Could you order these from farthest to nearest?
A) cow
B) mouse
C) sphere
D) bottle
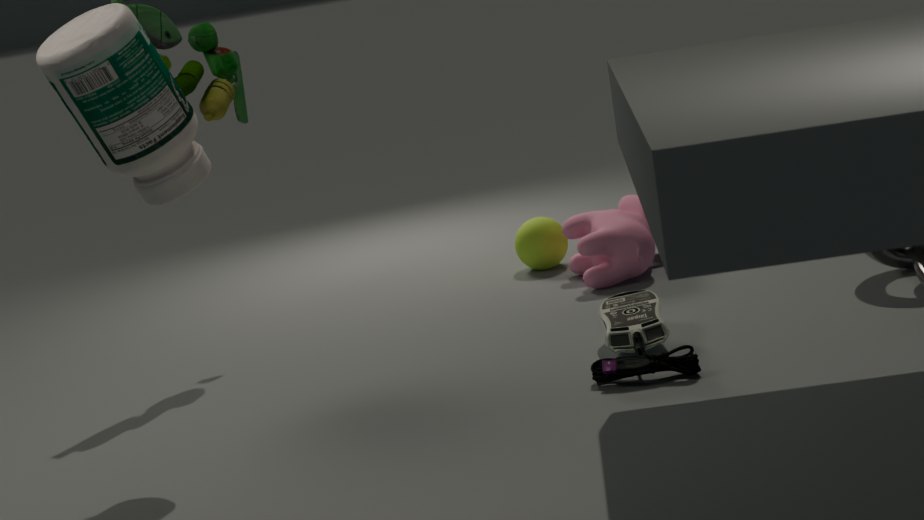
sphere
cow
mouse
bottle
